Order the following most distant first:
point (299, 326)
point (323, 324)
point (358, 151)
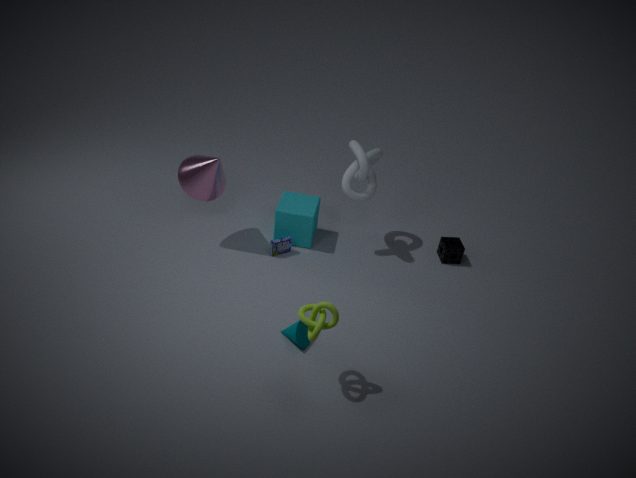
point (358, 151) → point (299, 326) → point (323, 324)
